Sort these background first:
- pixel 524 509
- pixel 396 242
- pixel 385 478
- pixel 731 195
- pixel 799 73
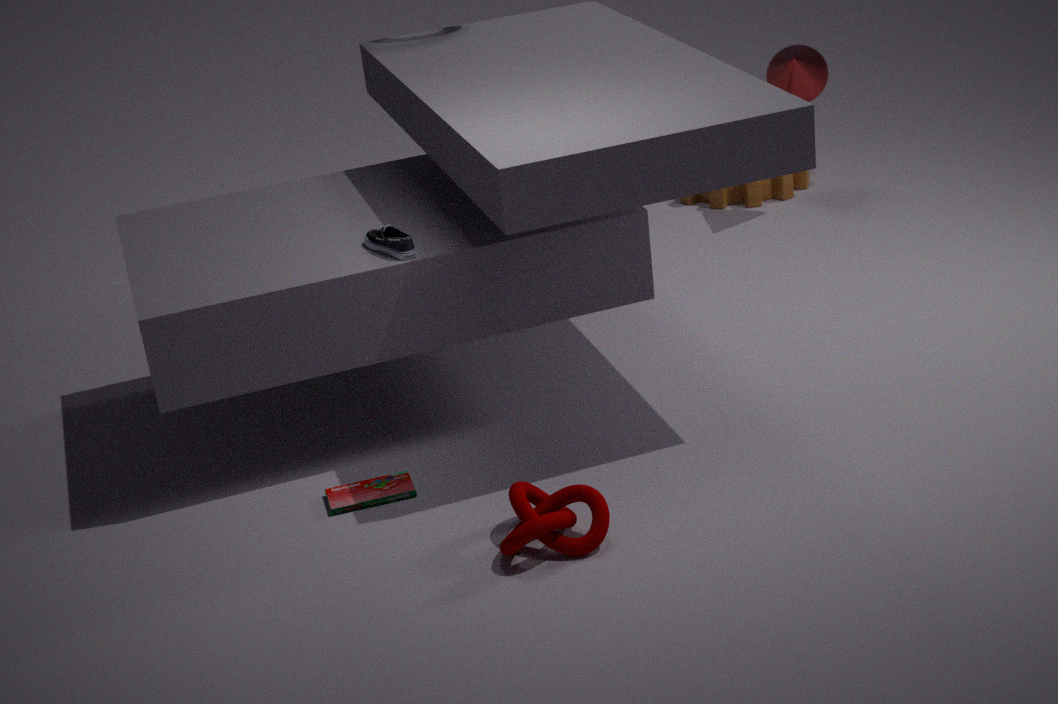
pixel 731 195 < pixel 799 73 < pixel 385 478 < pixel 396 242 < pixel 524 509
